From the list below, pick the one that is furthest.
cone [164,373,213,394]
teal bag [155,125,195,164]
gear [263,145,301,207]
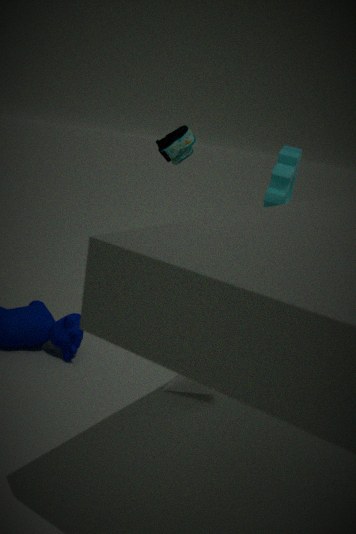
teal bag [155,125,195,164]
